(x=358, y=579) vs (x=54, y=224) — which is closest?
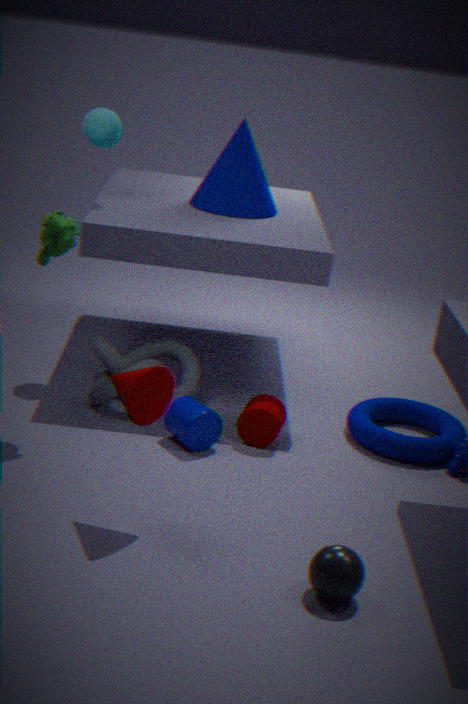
(x=358, y=579)
